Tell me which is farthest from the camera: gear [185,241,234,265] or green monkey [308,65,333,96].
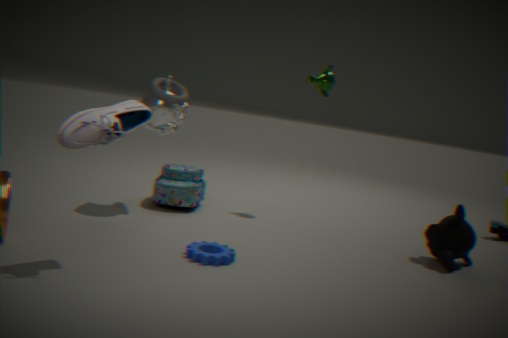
green monkey [308,65,333,96]
